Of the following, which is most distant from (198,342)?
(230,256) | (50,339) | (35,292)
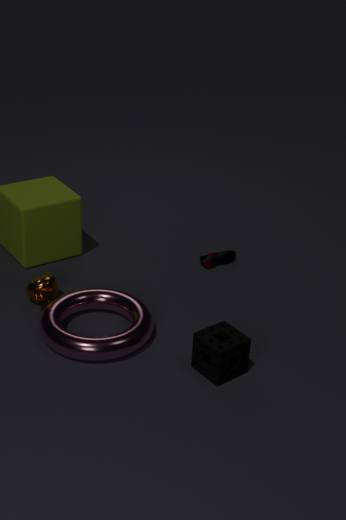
(35,292)
